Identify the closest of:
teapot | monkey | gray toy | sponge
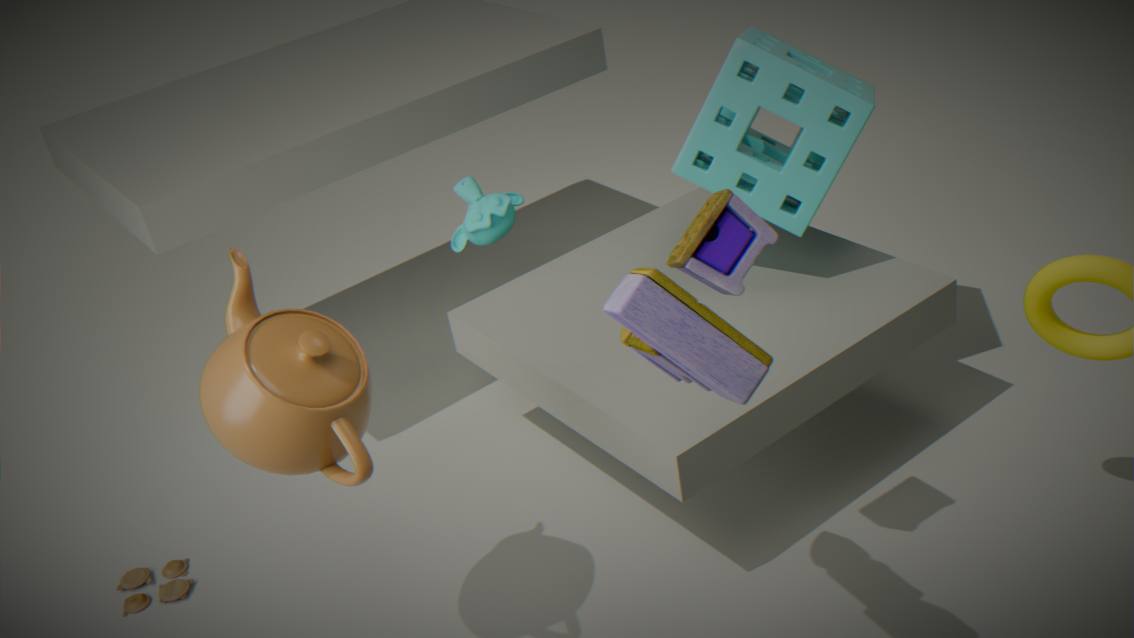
gray toy
